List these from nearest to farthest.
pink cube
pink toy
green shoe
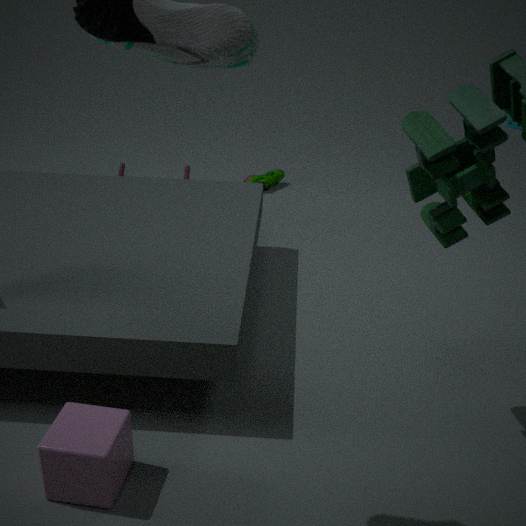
pink cube → pink toy → green shoe
